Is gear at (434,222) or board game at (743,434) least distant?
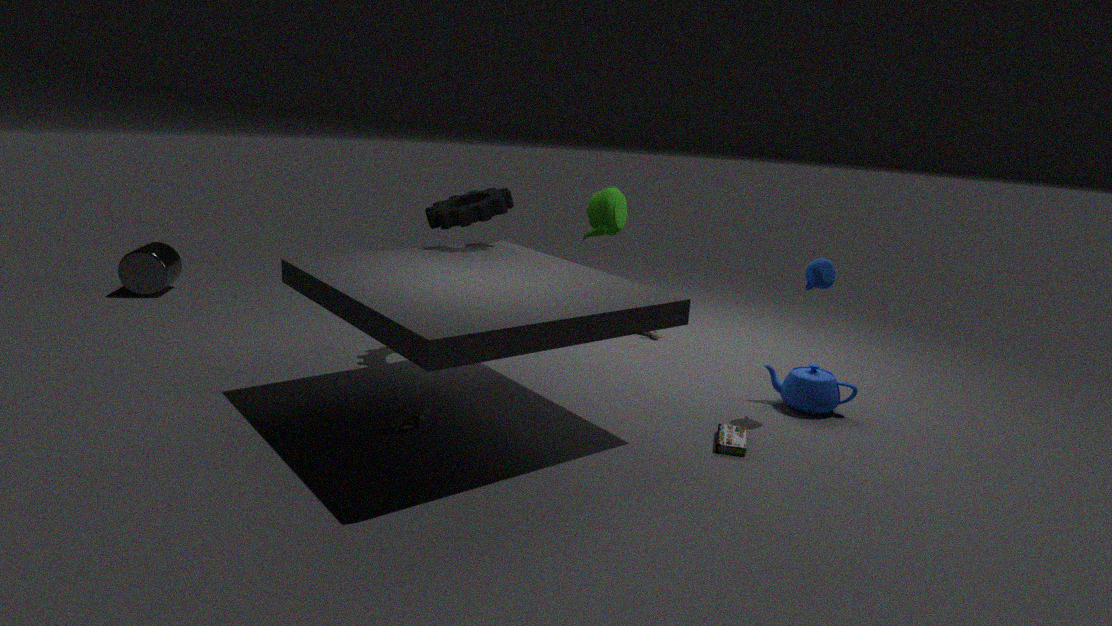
board game at (743,434)
